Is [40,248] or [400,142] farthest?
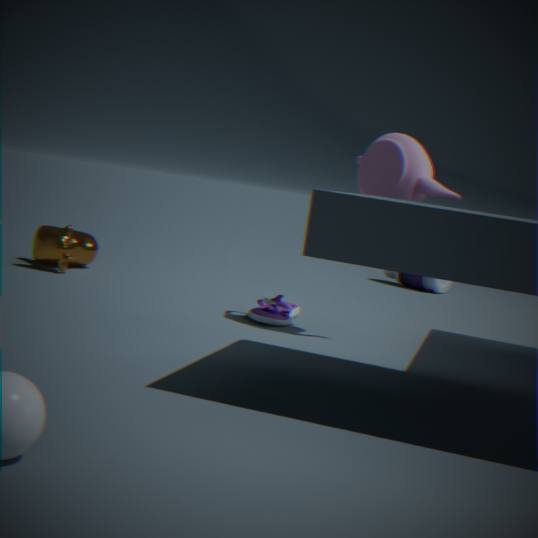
[40,248]
